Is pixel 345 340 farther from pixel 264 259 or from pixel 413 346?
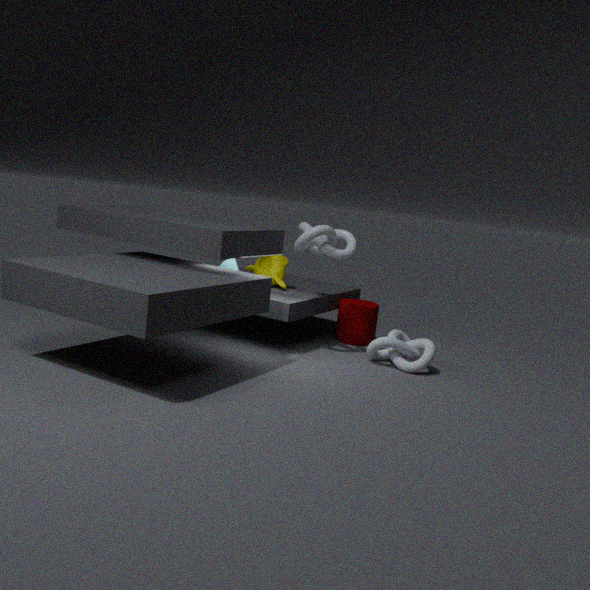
pixel 264 259
